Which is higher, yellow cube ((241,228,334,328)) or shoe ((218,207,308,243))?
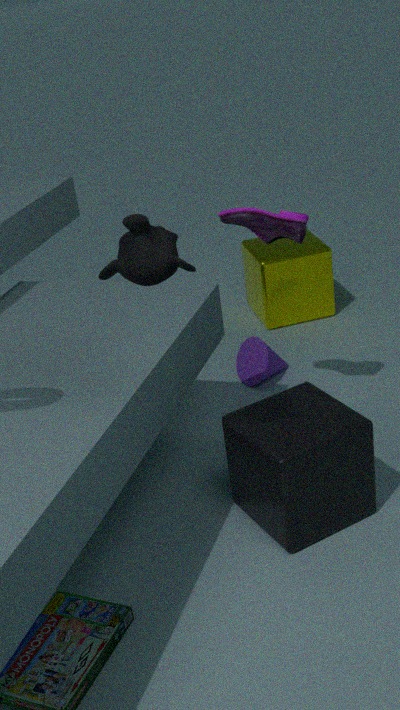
shoe ((218,207,308,243))
